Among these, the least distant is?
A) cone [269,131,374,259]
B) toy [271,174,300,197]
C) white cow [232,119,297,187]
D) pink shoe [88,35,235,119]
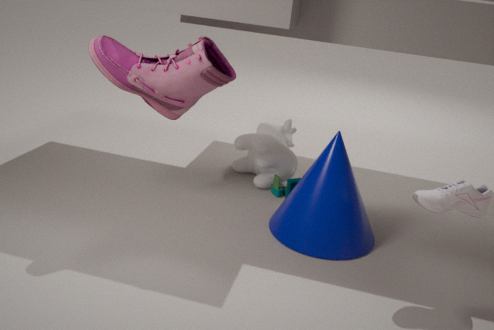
pink shoe [88,35,235,119]
